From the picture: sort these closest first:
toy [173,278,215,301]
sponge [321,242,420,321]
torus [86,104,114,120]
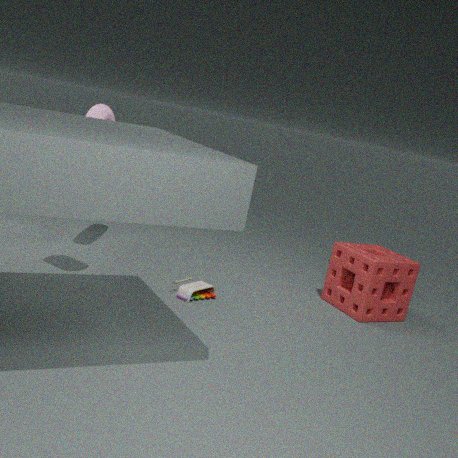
toy [173,278,215,301], sponge [321,242,420,321], torus [86,104,114,120]
